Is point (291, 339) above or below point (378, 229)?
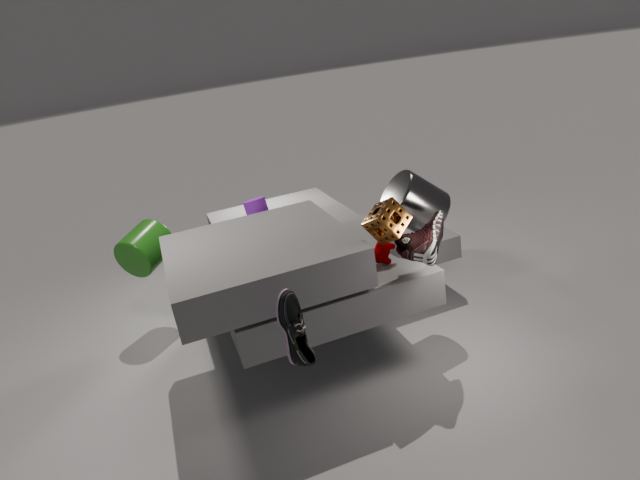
below
